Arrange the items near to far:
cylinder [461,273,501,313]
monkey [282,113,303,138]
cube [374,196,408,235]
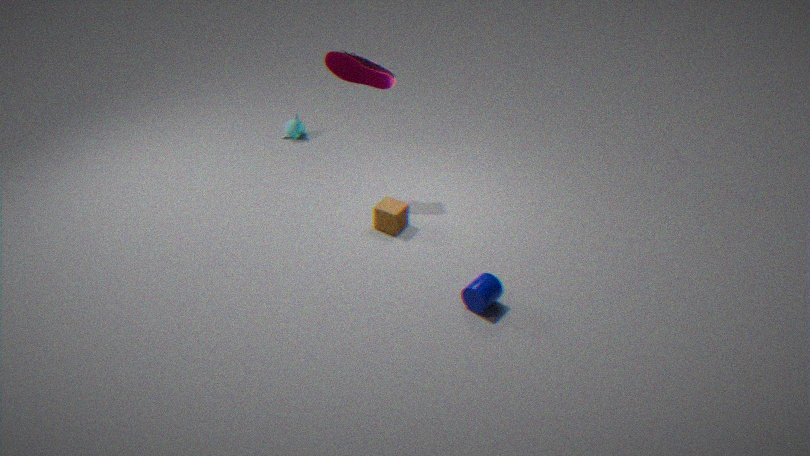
cylinder [461,273,501,313]
cube [374,196,408,235]
monkey [282,113,303,138]
